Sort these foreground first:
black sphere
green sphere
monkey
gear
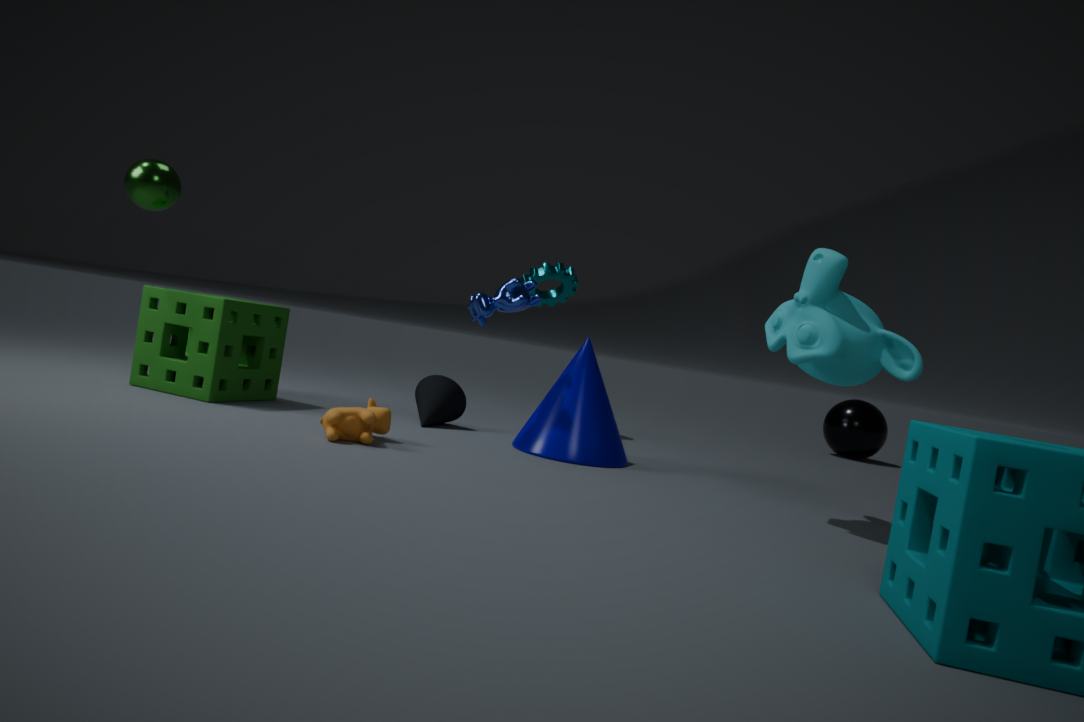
monkey < green sphere < gear < black sphere
